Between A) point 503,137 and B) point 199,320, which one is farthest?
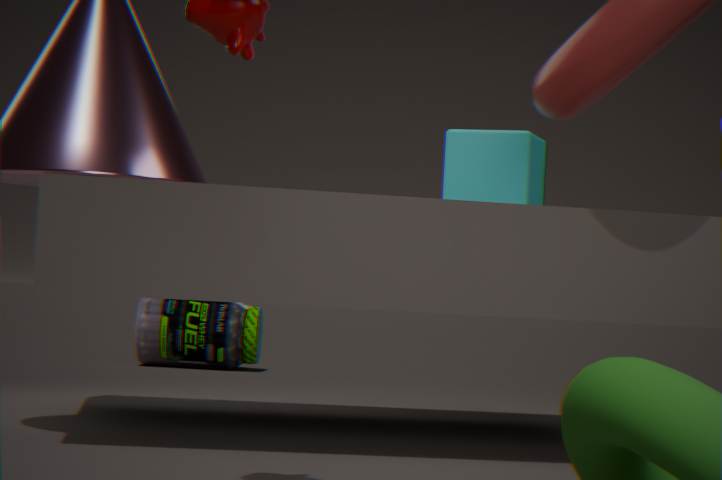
B. point 199,320
